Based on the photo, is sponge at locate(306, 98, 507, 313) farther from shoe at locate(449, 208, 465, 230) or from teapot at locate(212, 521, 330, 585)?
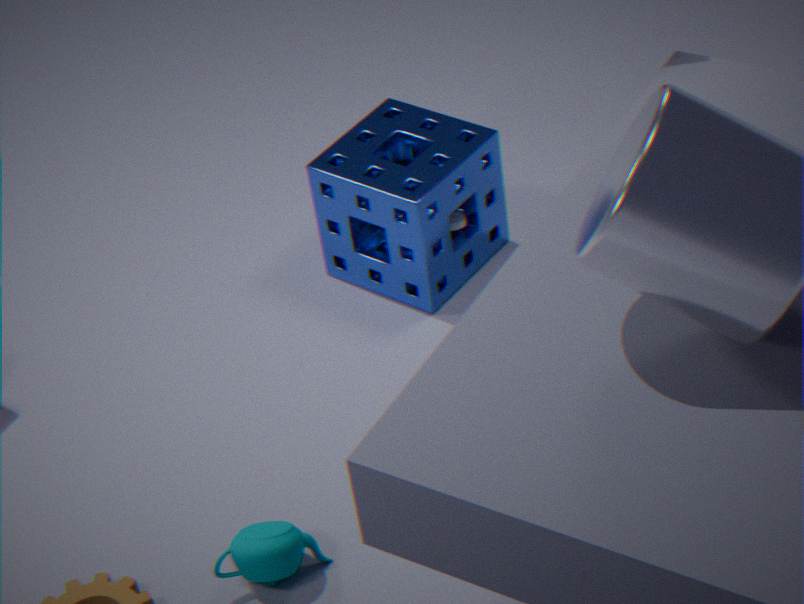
teapot at locate(212, 521, 330, 585)
